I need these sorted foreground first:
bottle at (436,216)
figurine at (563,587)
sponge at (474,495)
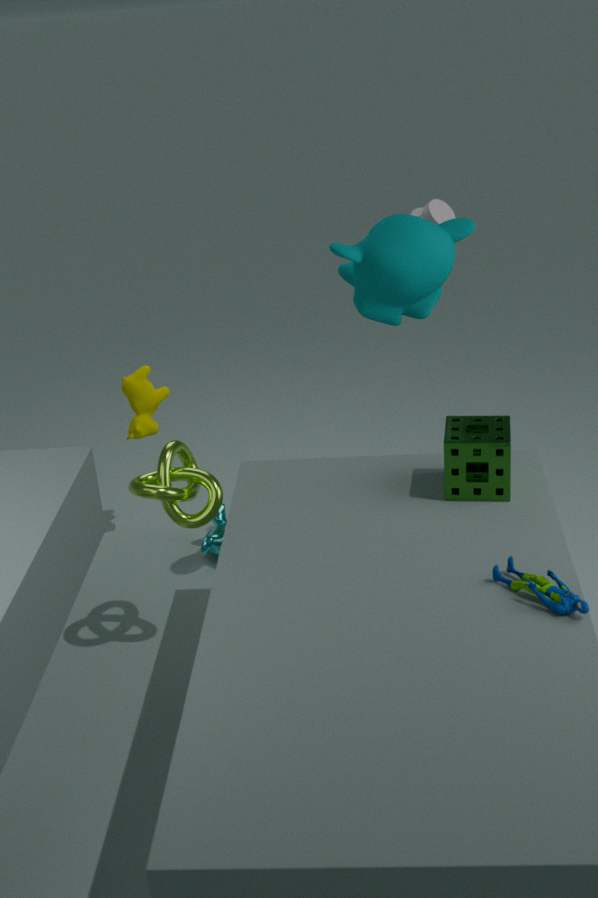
figurine at (563,587), sponge at (474,495), bottle at (436,216)
